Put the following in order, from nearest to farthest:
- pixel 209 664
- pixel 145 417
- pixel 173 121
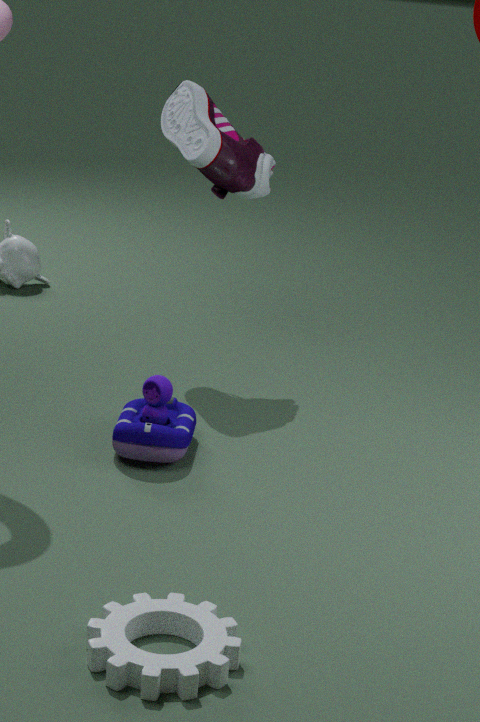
pixel 209 664 → pixel 145 417 → pixel 173 121
